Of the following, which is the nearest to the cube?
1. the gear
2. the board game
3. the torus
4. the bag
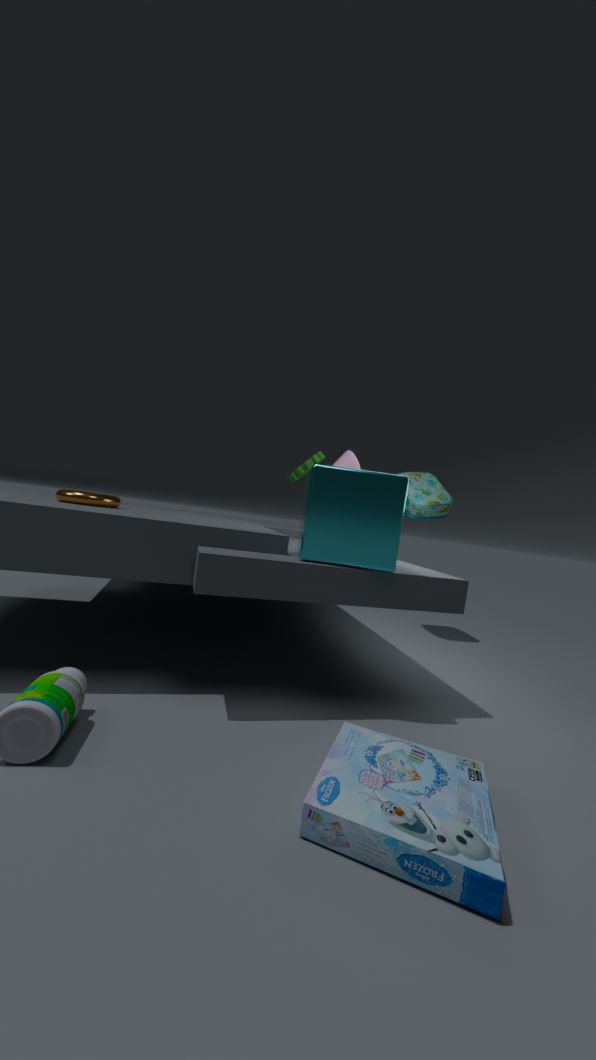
→ the board game
